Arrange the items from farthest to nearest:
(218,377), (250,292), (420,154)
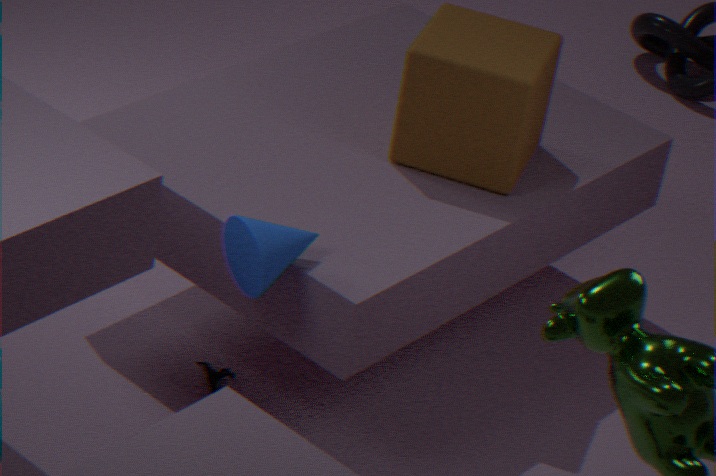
1. (218,377)
2. (420,154)
3. (250,292)
